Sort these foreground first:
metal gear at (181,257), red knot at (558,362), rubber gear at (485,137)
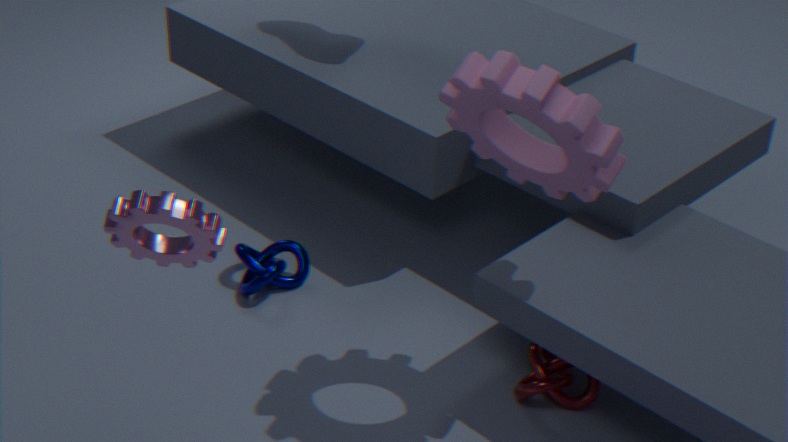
metal gear at (181,257) → rubber gear at (485,137) → red knot at (558,362)
